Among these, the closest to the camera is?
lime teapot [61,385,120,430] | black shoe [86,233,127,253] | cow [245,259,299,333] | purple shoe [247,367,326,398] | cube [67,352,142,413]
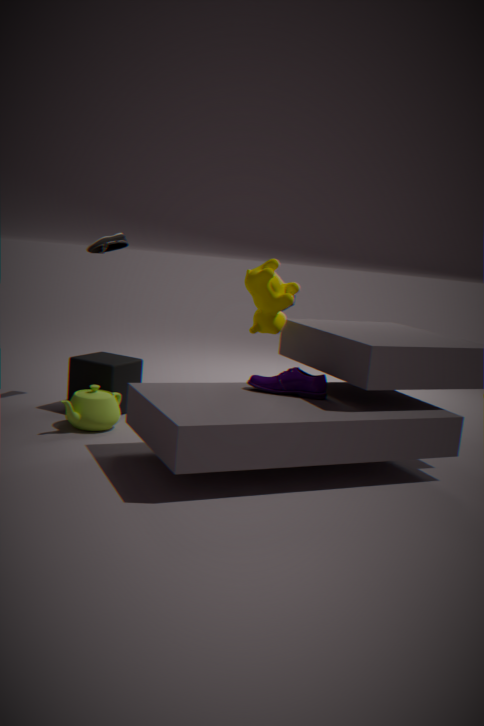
purple shoe [247,367,326,398]
